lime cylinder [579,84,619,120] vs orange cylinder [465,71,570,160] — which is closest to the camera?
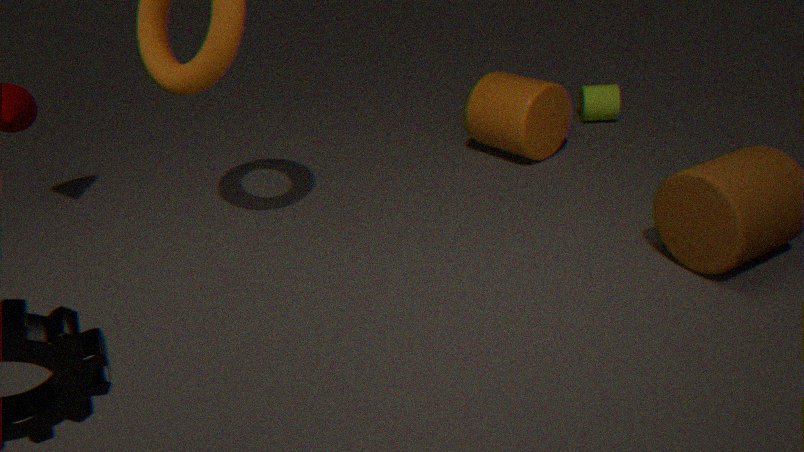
orange cylinder [465,71,570,160]
